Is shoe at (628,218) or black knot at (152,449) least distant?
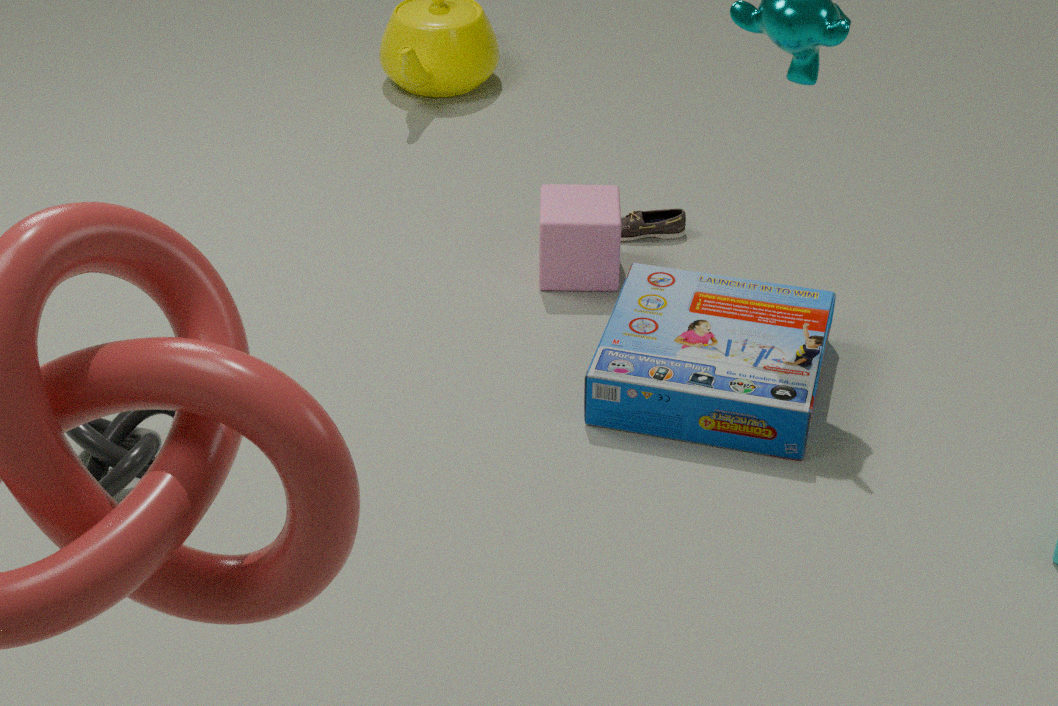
black knot at (152,449)
